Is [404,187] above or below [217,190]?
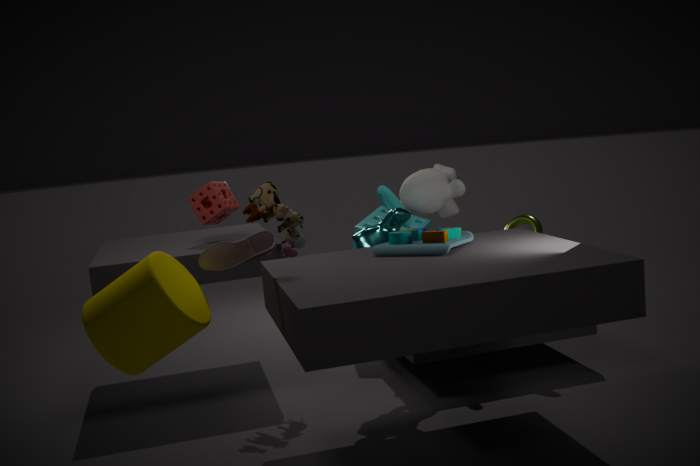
below
